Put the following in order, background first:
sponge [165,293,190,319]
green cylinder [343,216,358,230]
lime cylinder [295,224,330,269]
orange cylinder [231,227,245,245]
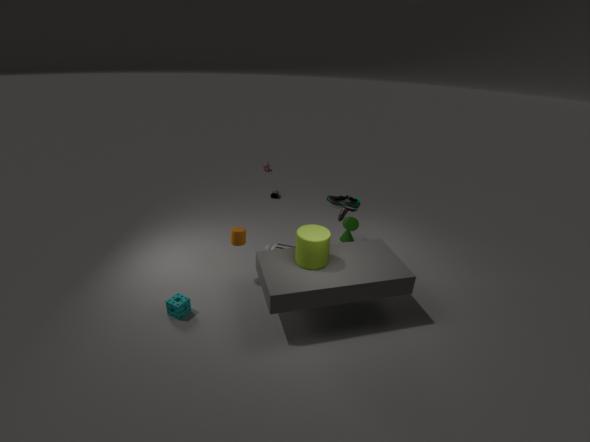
green cylinder [343,216,358,230]
orange cylinder [231,227,245,245]
sponge [165,293,190,319]
lime cylinder [295,224,330,269]
